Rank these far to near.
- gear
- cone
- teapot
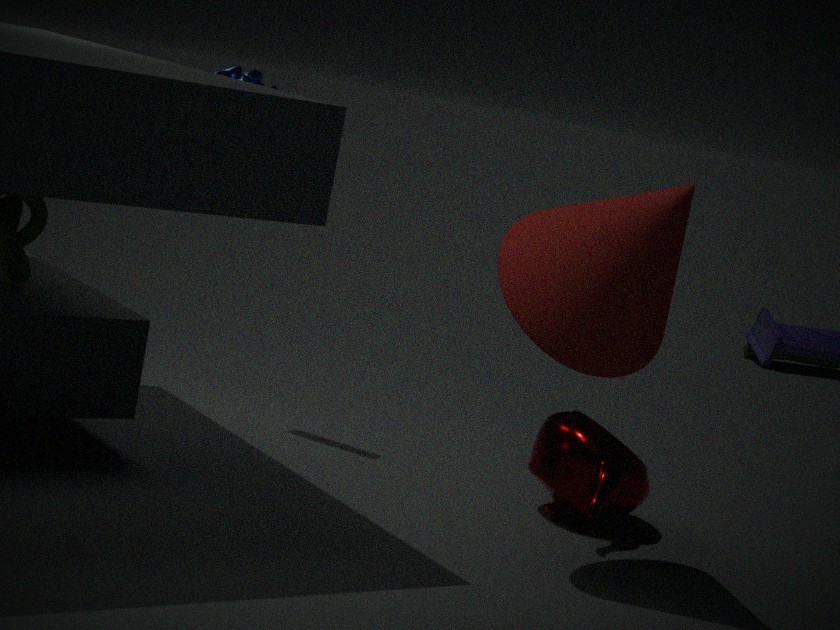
gear
teapot
cone
